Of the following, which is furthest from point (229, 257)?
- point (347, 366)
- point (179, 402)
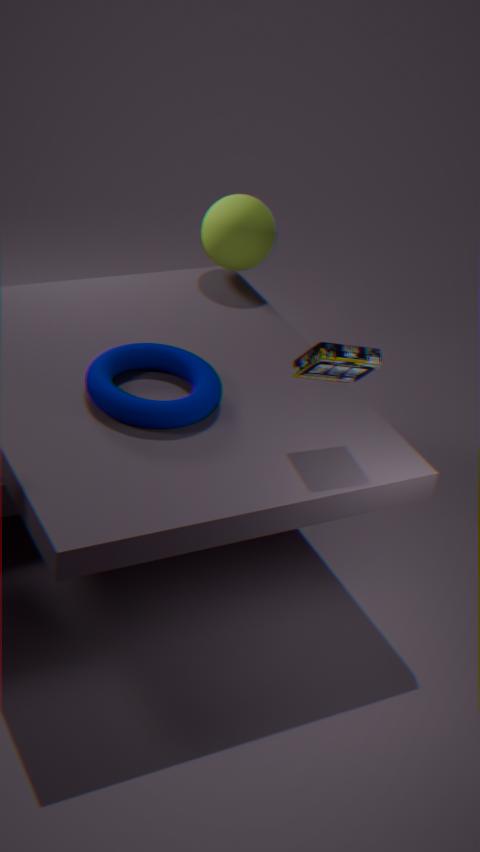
point (347, 366)
